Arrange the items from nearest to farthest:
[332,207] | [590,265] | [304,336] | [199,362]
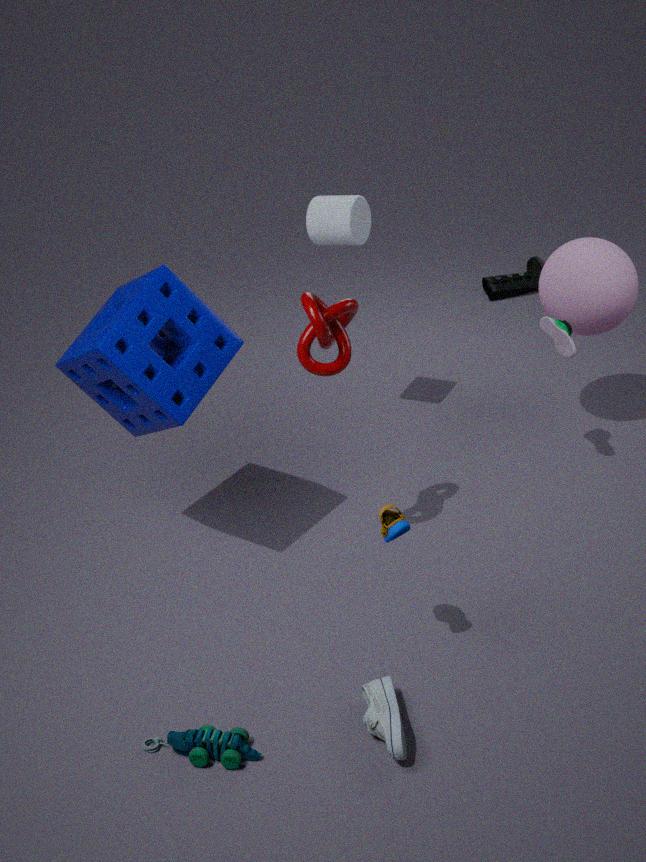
[304,336] → [199,362] → [590,265] → [332,207]
